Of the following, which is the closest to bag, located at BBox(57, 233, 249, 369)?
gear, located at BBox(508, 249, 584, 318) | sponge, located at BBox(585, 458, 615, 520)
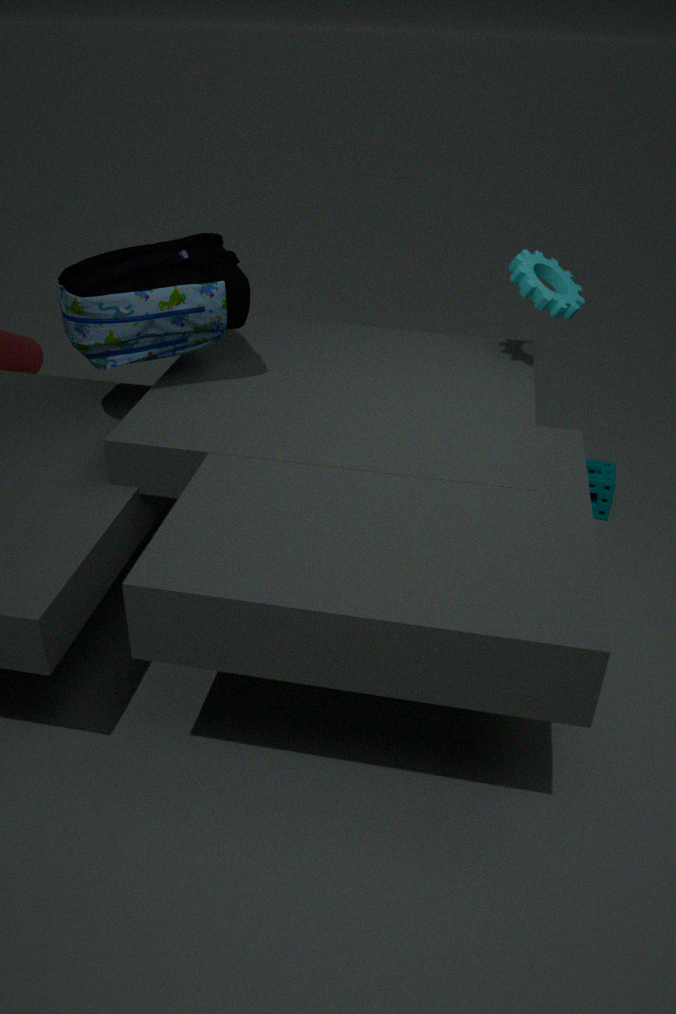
gear, located at BBox(508, 249, 584, 318)
